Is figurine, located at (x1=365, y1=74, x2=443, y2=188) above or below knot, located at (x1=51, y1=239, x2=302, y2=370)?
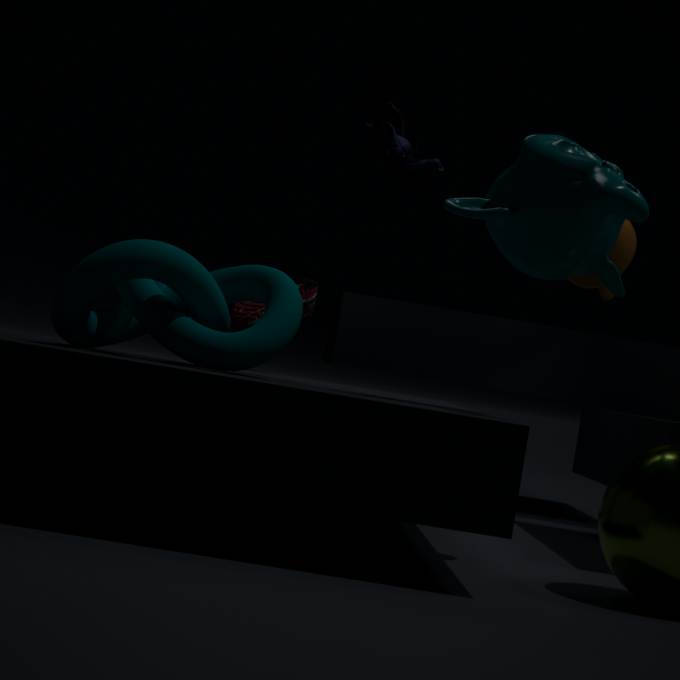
above
